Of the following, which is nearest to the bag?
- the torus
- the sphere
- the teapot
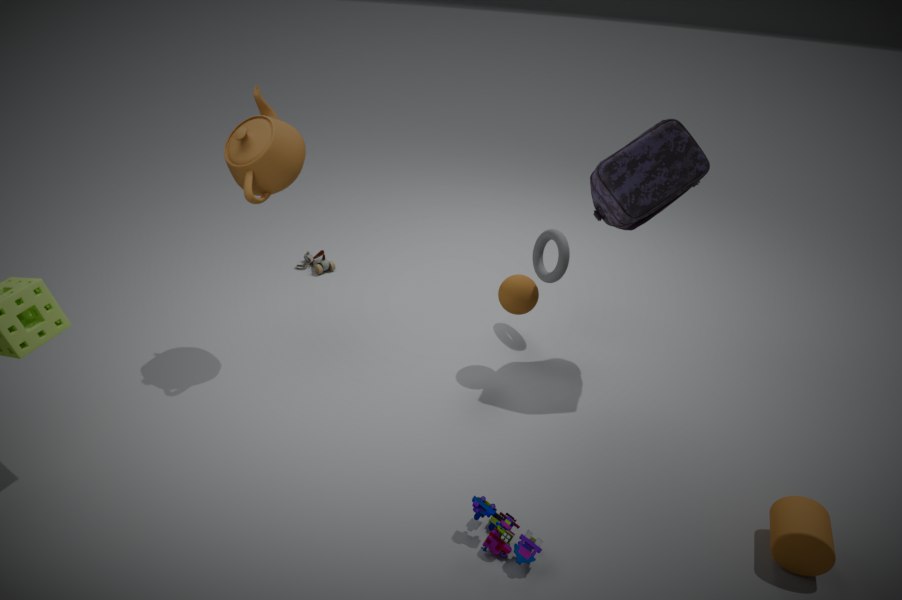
the torus
